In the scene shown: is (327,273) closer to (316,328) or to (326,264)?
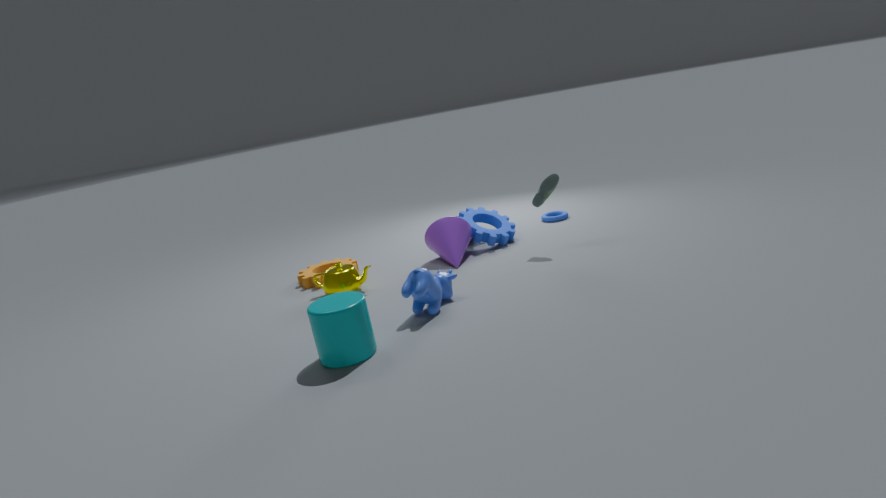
(326,264)
